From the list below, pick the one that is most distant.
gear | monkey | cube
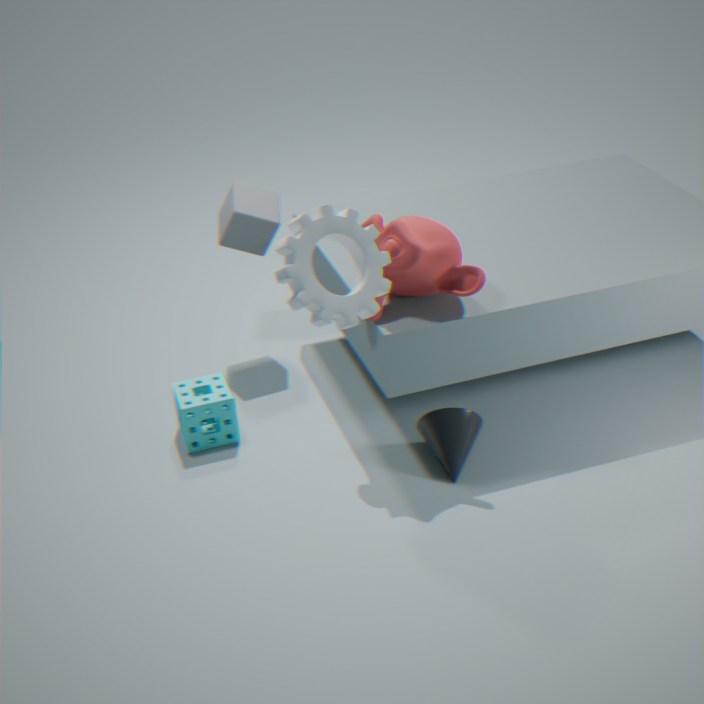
cube
